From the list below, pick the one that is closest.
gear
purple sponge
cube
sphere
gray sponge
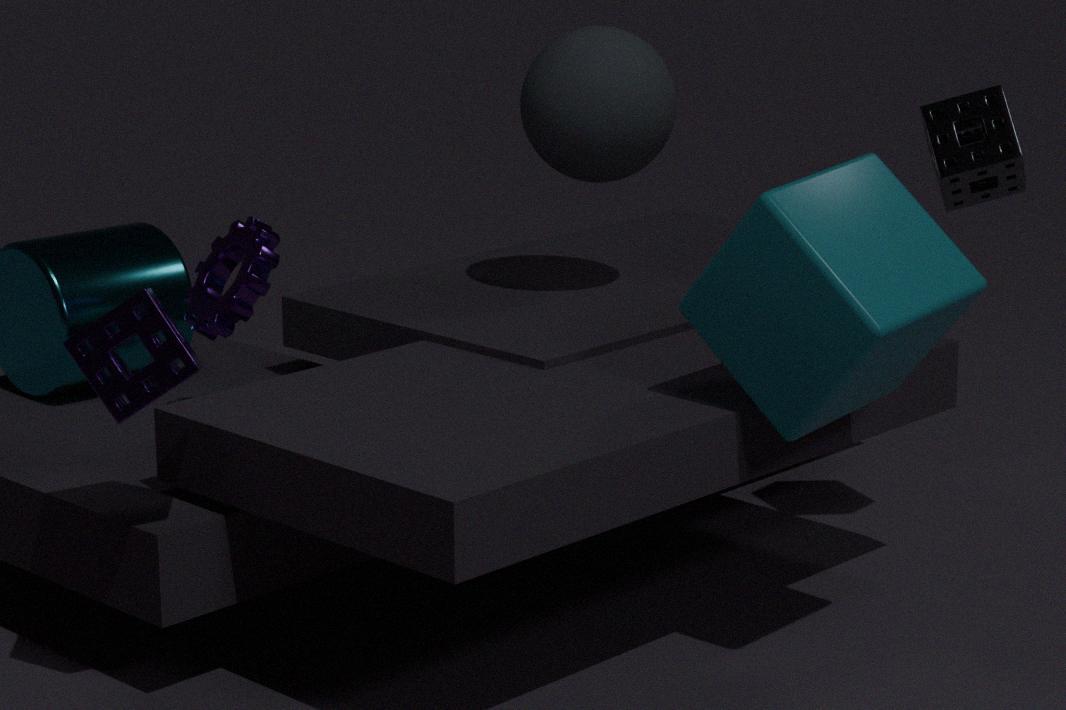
purple sponge
